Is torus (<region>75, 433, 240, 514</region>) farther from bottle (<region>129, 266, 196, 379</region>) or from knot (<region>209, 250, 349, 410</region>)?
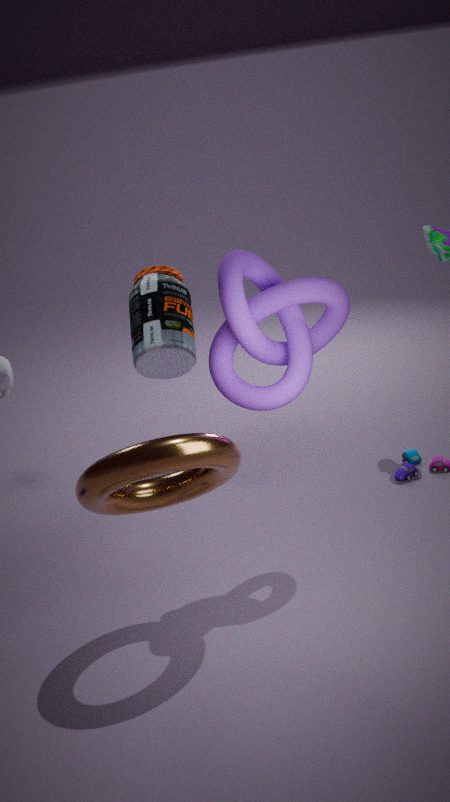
Answer: bottle (<region>129, 266, 196, 379</region>)
